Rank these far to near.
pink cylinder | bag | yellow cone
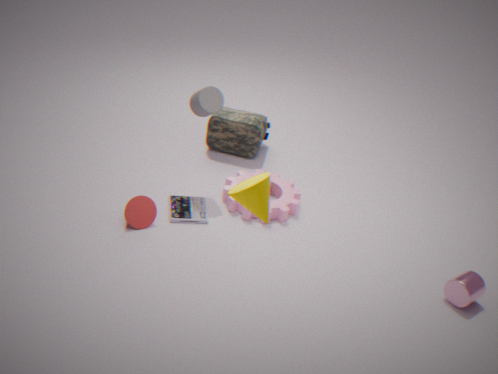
bag → pink cylinder → yellow cone
